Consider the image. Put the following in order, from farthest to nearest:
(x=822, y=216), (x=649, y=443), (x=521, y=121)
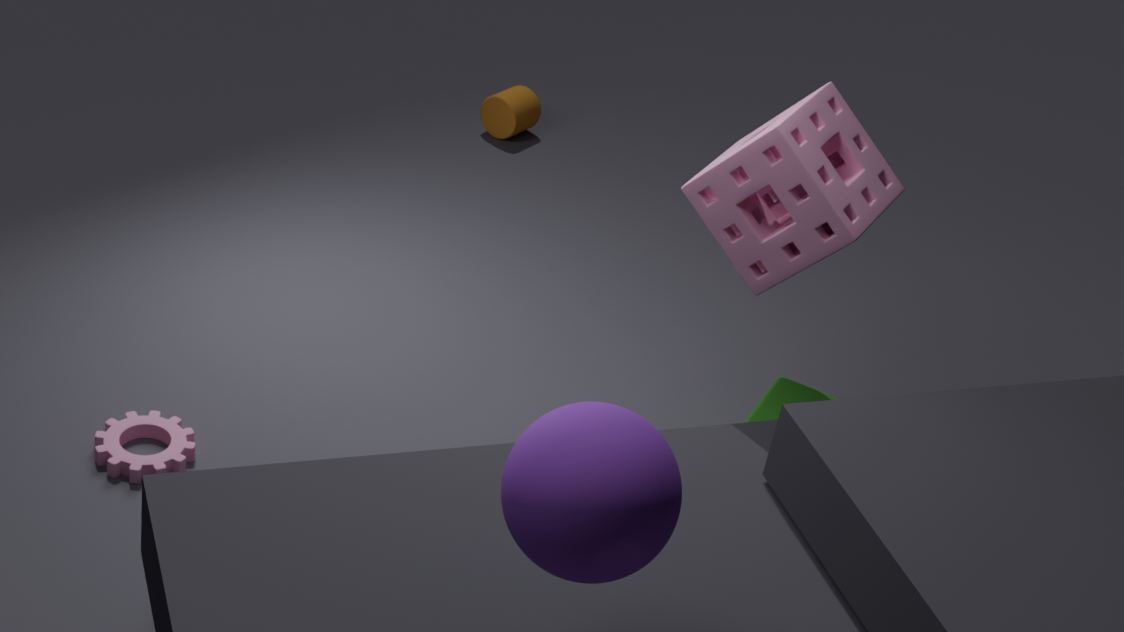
1. (x=521, y=121)
2. (x=822, y=216)
3. (x=649, y=443)
